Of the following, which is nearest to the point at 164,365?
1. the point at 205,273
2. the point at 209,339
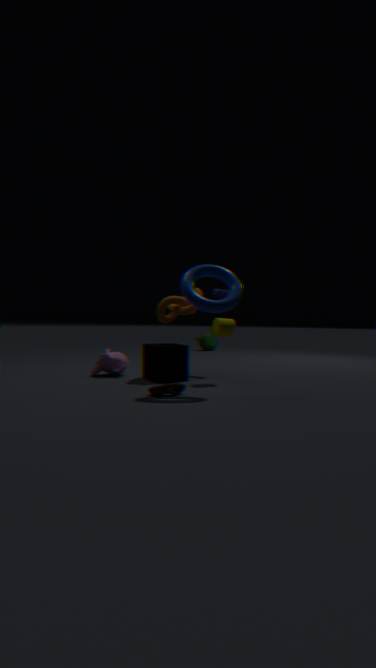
the point at 205,273
